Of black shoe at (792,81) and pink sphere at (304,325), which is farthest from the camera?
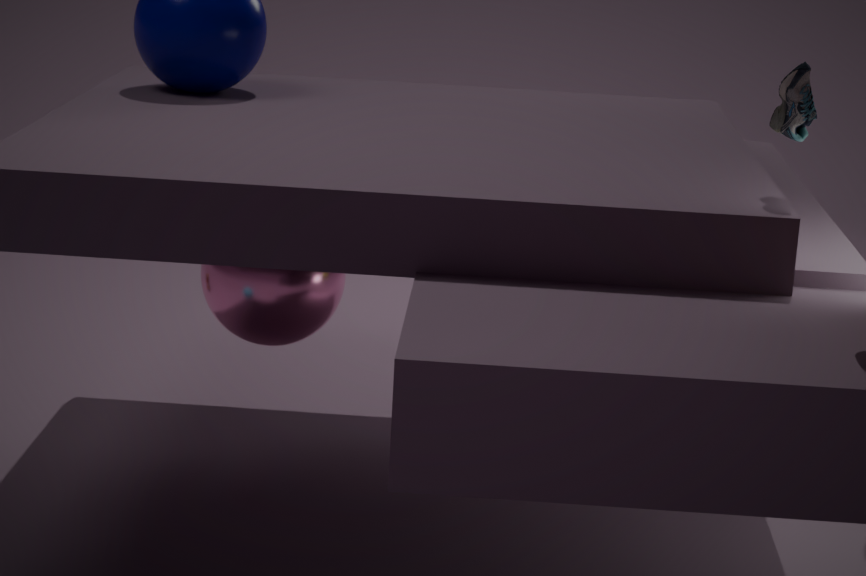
pink sphere at (304,325)
